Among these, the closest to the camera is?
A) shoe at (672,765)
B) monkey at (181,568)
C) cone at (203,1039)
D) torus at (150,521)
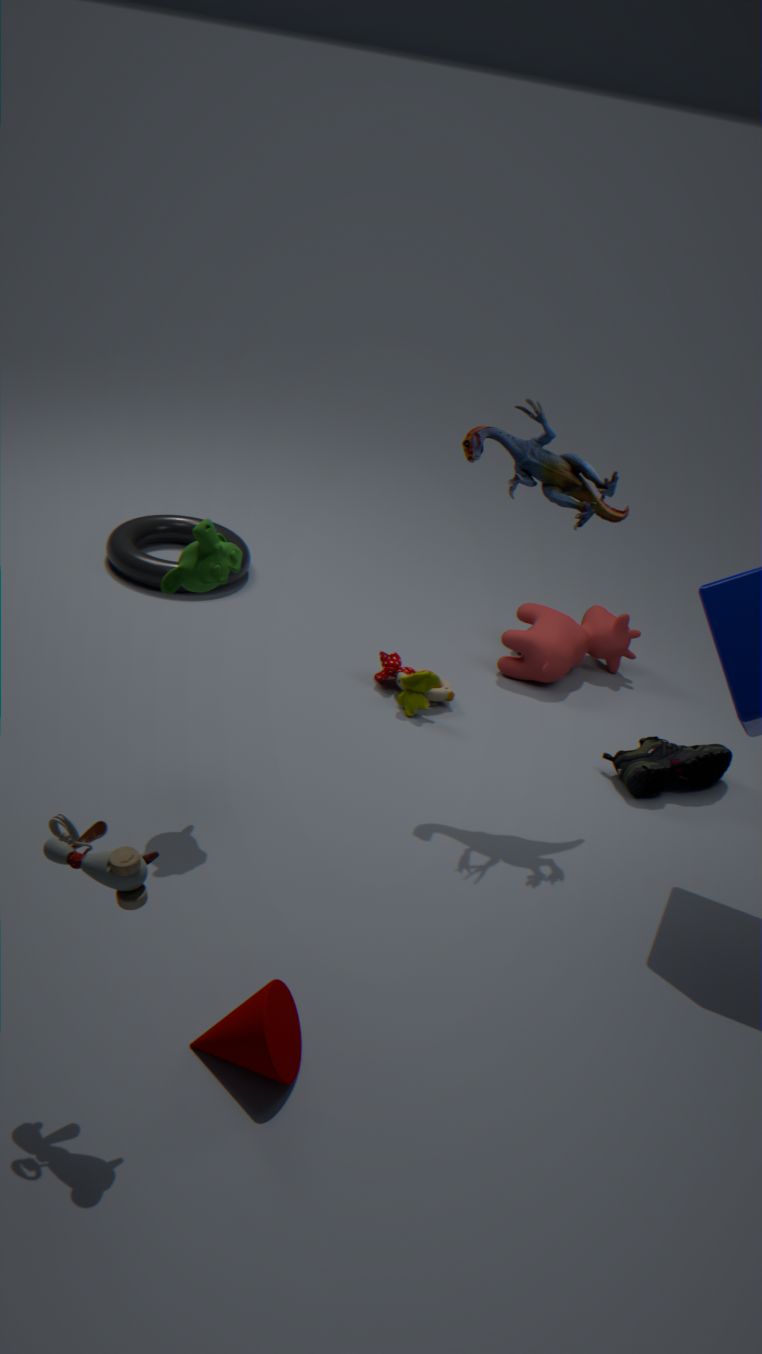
cone at (203,1039)
